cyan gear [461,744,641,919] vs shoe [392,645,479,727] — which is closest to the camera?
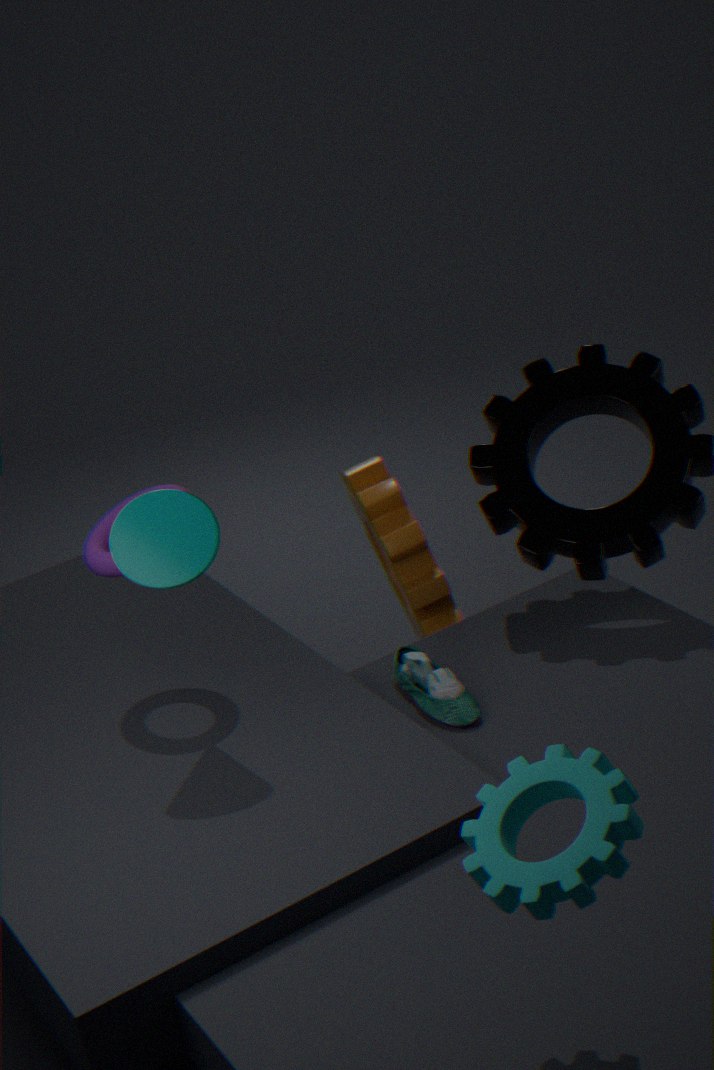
cyan gear [461,744,641,919]
